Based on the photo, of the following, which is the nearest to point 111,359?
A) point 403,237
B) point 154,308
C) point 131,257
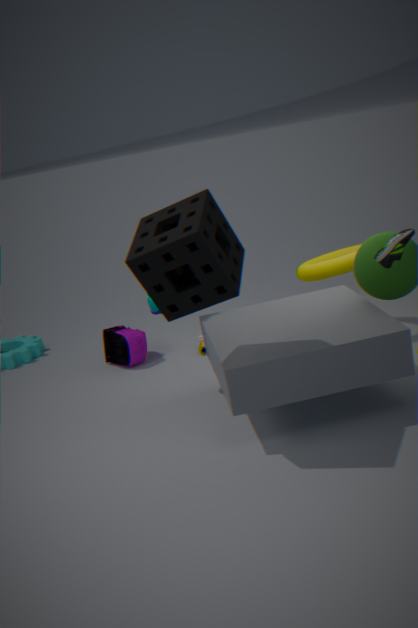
point 154,308
